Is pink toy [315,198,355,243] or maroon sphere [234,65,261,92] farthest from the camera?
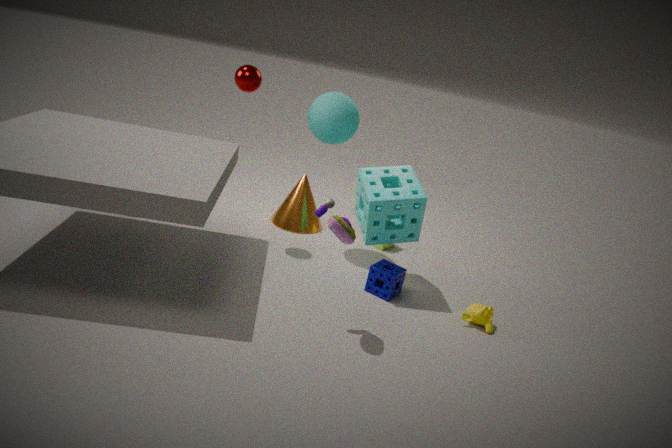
maroon sphere [234,65,261,92]
